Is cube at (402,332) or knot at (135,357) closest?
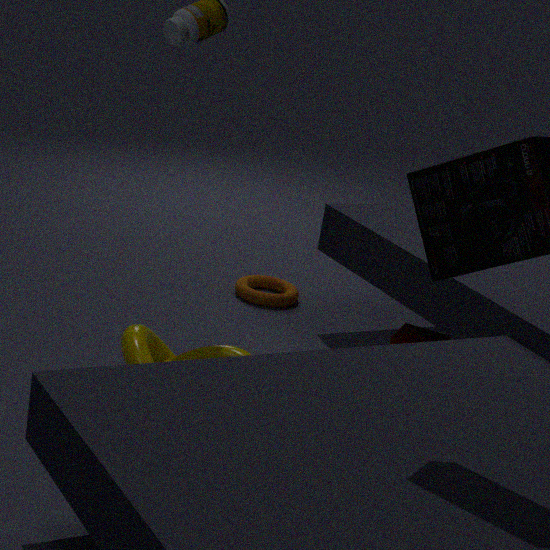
knot at (135,357)
